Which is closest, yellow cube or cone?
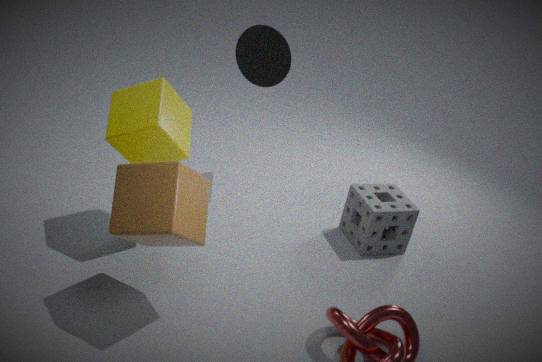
yellow cube
